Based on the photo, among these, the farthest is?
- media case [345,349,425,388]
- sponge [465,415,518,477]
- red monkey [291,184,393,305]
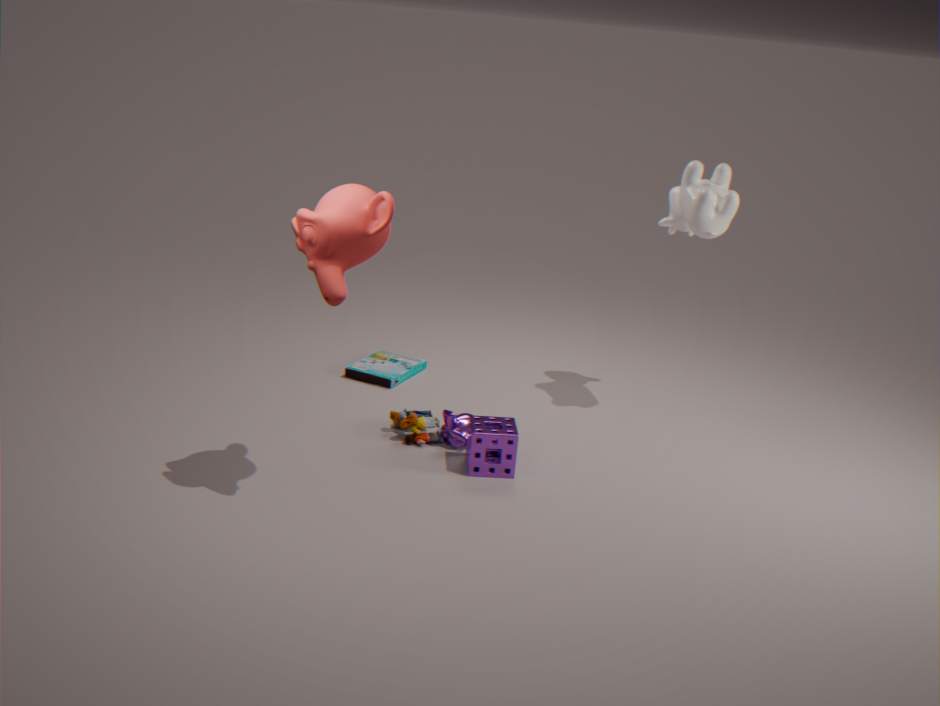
media case [345,349,425,388]
